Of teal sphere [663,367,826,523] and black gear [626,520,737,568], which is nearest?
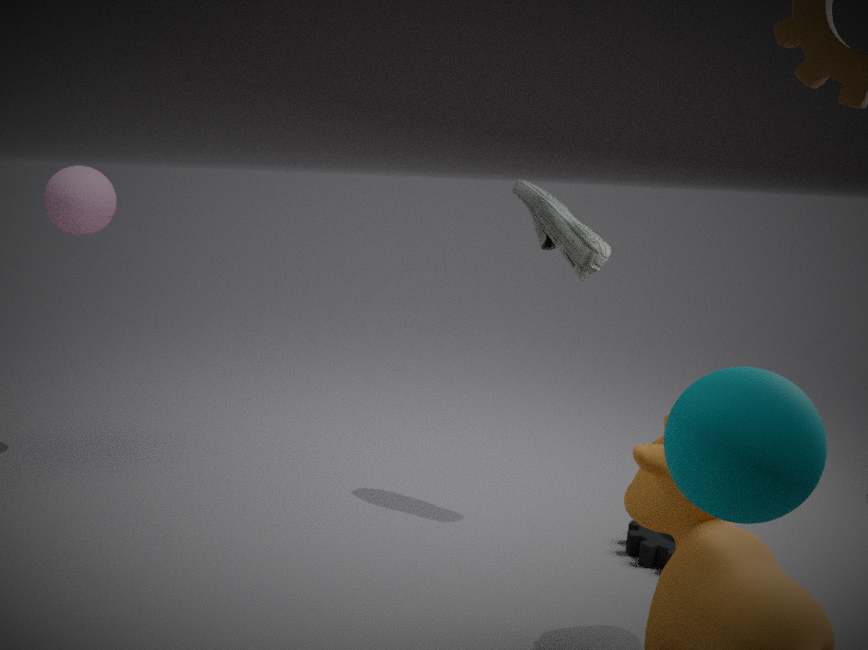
teal sphere [663,367,826,523]
